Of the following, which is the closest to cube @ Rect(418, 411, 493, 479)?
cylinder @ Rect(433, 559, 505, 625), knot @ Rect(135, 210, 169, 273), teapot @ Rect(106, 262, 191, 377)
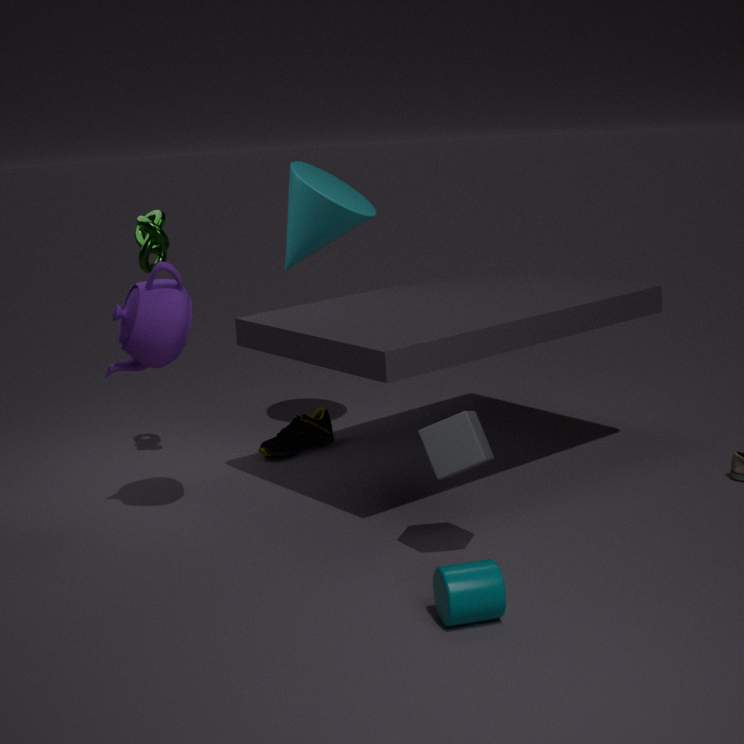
cylinder @ Rect(433, 559, 505, 625)
